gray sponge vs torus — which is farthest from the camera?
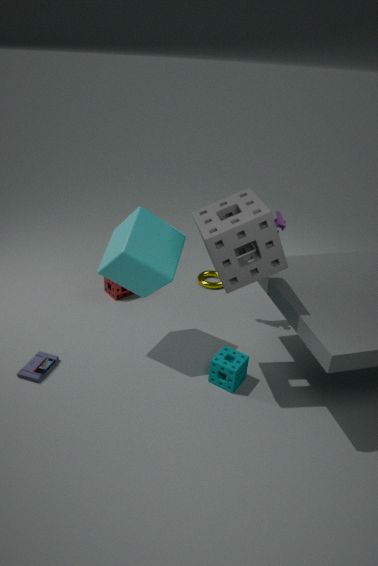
torus
